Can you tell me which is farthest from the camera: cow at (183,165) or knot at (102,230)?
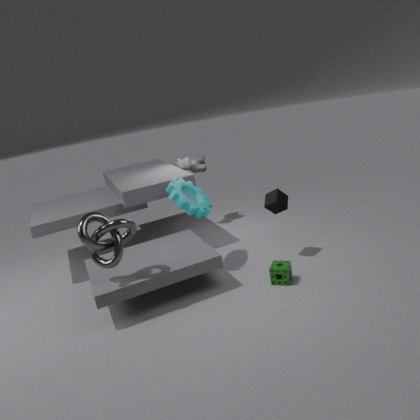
cow at (183,165)
